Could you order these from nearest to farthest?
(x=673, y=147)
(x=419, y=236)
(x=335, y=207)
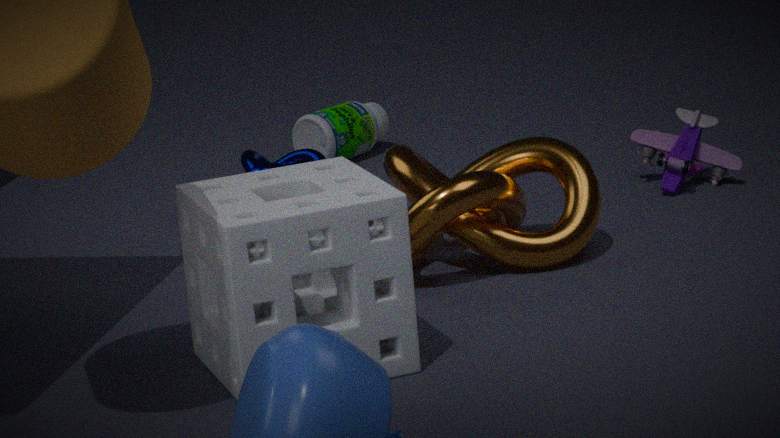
(x=335, y=207), (x=419, y=236), (x=673, y=147)
